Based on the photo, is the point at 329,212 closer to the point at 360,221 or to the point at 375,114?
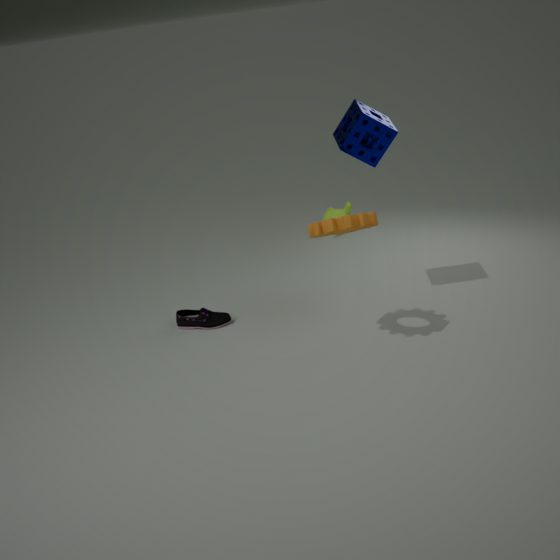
the point at 375,114
